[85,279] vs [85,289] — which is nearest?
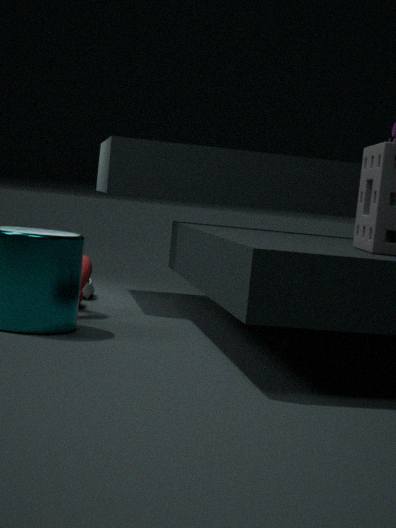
[85,279]
